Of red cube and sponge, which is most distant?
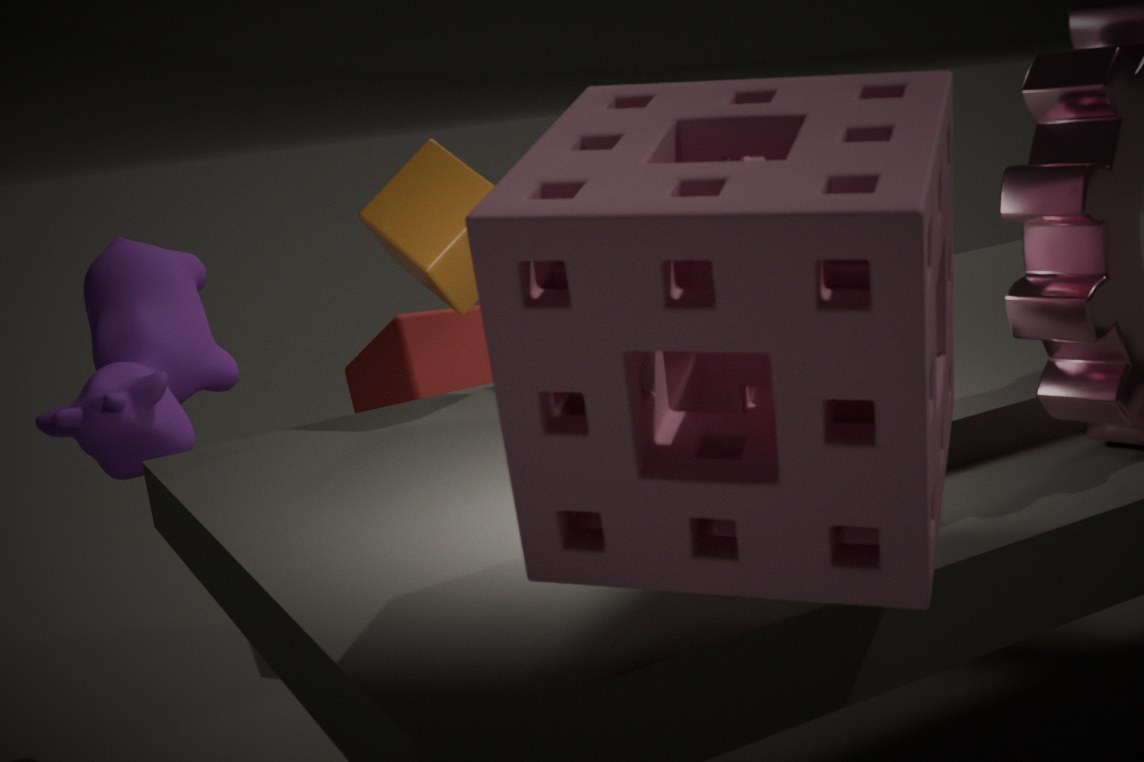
red cube
